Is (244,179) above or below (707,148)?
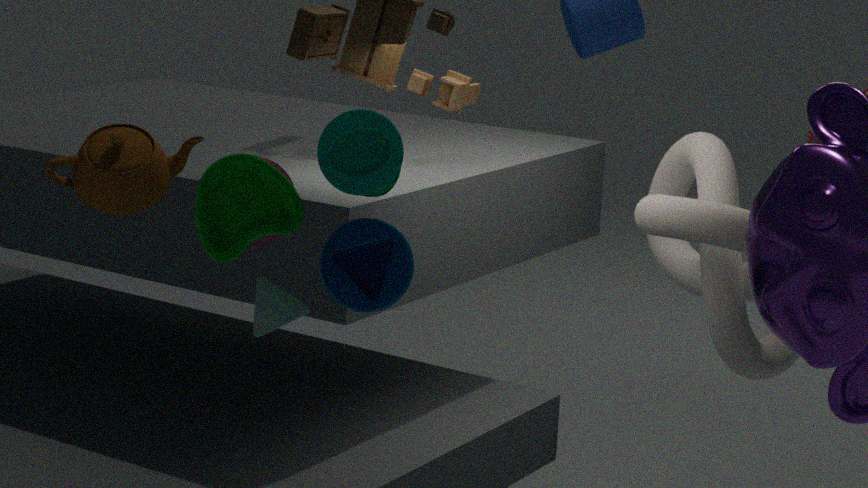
above
